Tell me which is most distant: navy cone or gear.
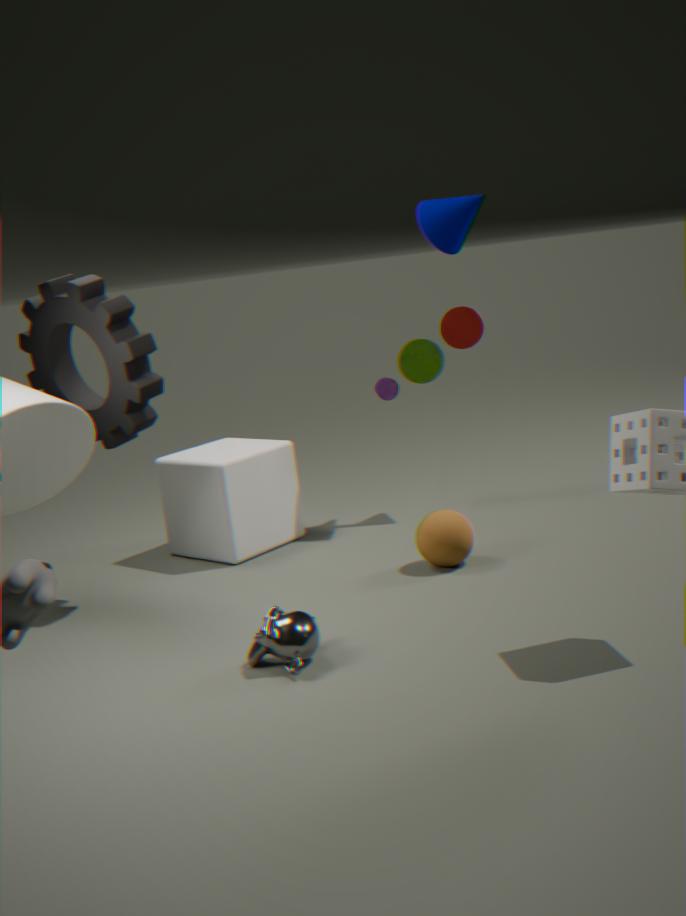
navy cone
